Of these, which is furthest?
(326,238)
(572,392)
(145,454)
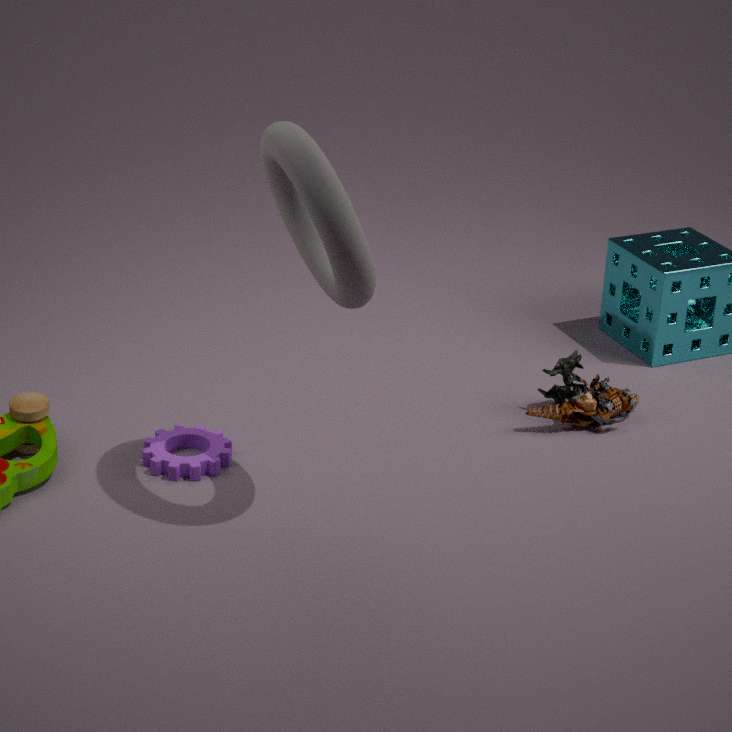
(572,392)
